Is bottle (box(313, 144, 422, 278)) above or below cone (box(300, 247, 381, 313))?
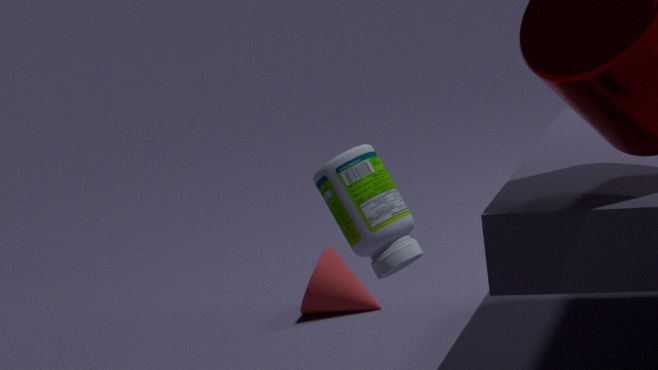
above
